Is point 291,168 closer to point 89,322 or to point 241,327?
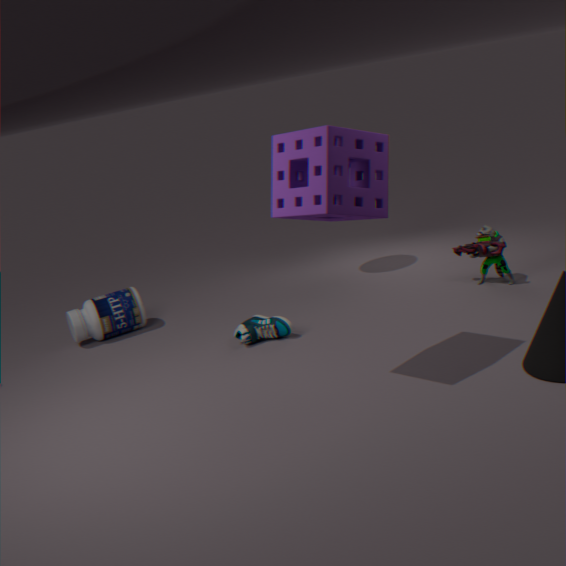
point 241,327
